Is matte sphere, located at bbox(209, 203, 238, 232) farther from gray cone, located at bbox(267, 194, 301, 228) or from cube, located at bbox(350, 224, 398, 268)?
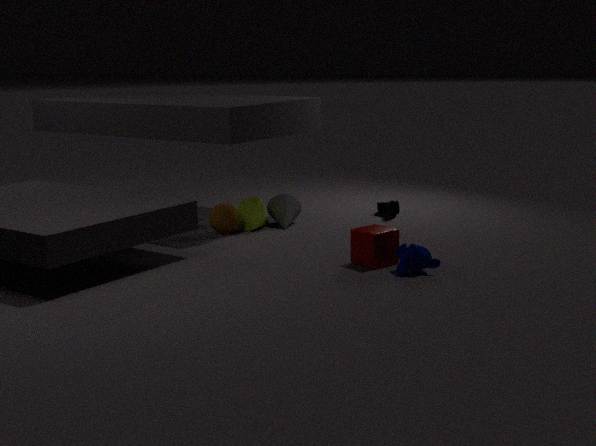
cube, located at bbox(350, 224, 398, 268)
